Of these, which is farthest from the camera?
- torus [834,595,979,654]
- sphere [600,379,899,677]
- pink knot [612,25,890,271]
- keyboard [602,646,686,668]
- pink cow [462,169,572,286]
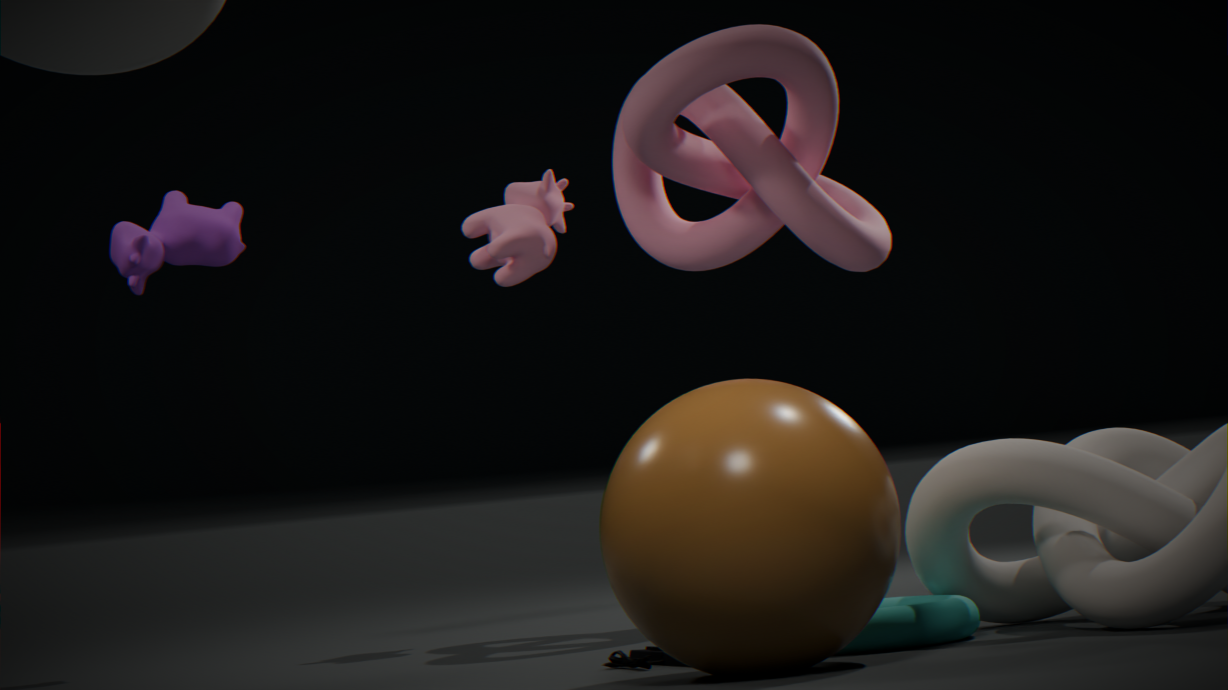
pink cow [462,169,572,286]
